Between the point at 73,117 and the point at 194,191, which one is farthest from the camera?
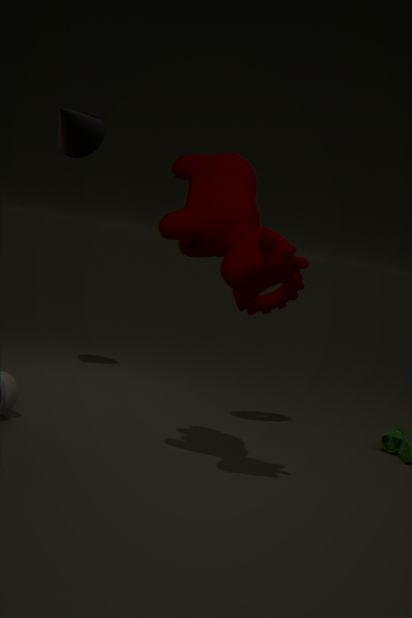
the point at 73,117
